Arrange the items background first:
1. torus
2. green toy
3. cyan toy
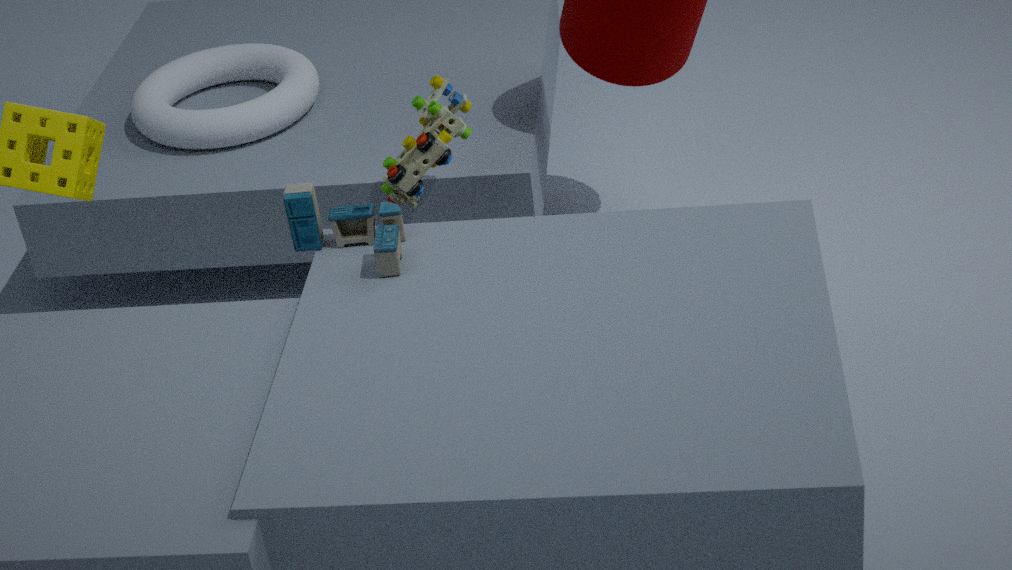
torus → green toy → cyan toy
